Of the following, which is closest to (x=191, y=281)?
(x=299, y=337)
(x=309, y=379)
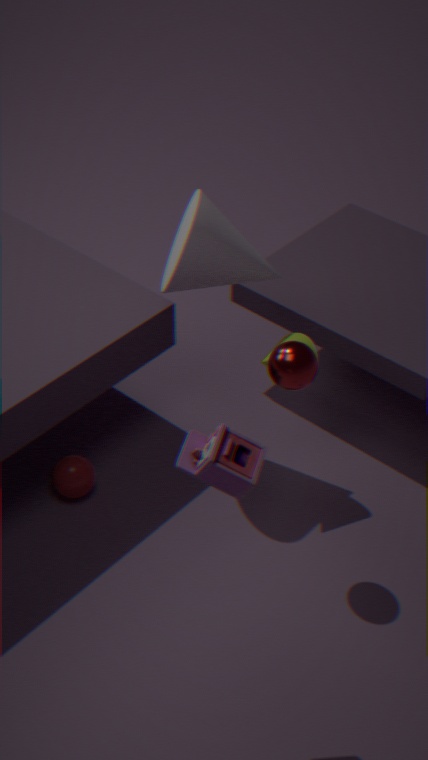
(x=299, y=337)
